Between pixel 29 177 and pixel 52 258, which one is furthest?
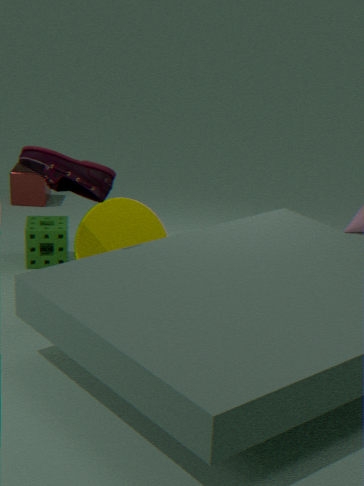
pixel 29 177
